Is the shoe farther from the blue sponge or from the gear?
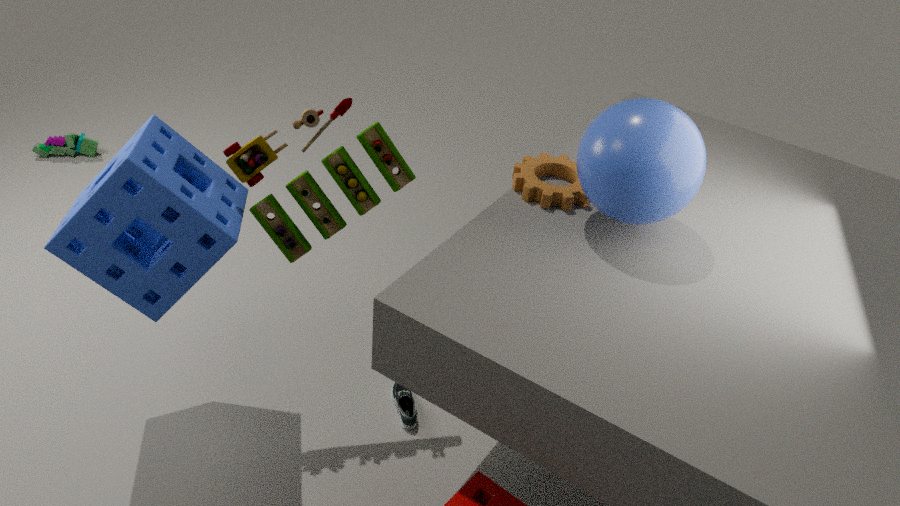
the blue sponge
